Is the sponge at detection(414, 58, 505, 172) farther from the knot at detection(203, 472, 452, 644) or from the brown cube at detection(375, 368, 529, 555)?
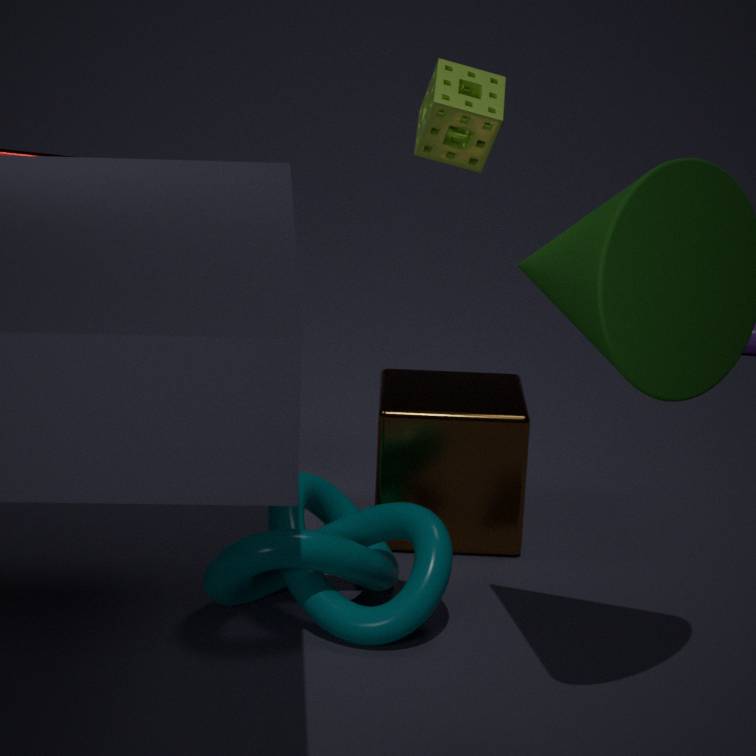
the knot at detection(203, 472, 452, 644)
